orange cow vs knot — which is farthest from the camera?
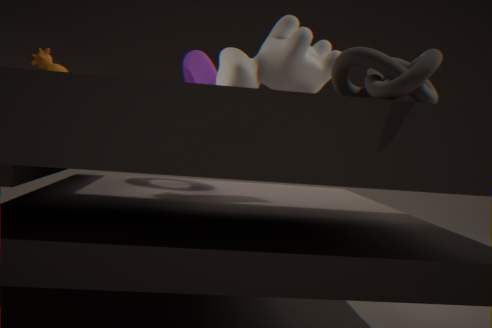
orange cow
